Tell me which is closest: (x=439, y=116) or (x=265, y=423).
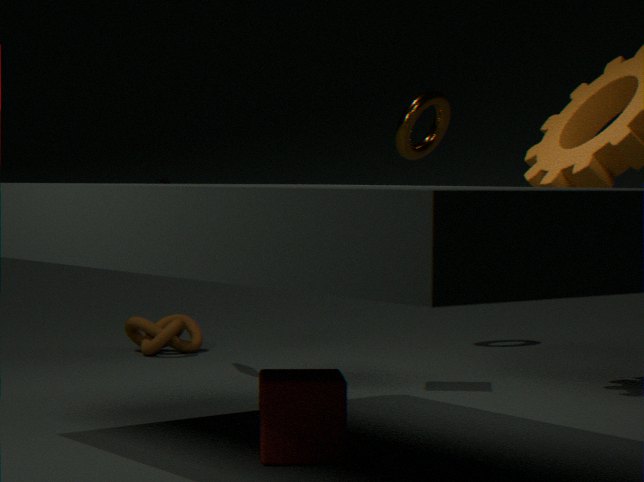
(x=265, y=423)
